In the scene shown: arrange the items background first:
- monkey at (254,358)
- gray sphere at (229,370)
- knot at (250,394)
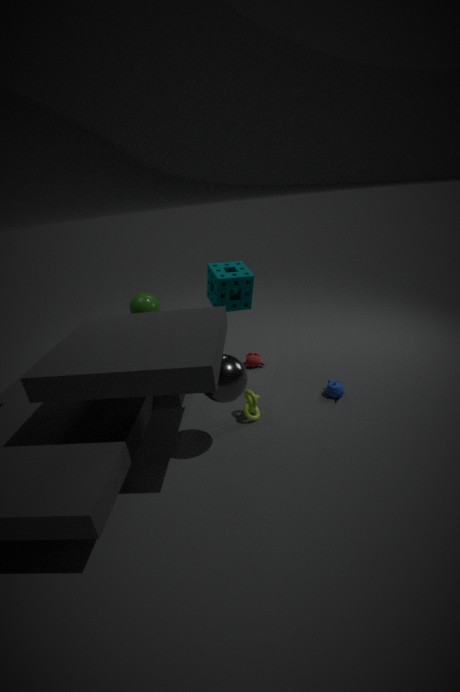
monkey at (254,358)
knot at (250,394)
gray sphere at (229,370)
